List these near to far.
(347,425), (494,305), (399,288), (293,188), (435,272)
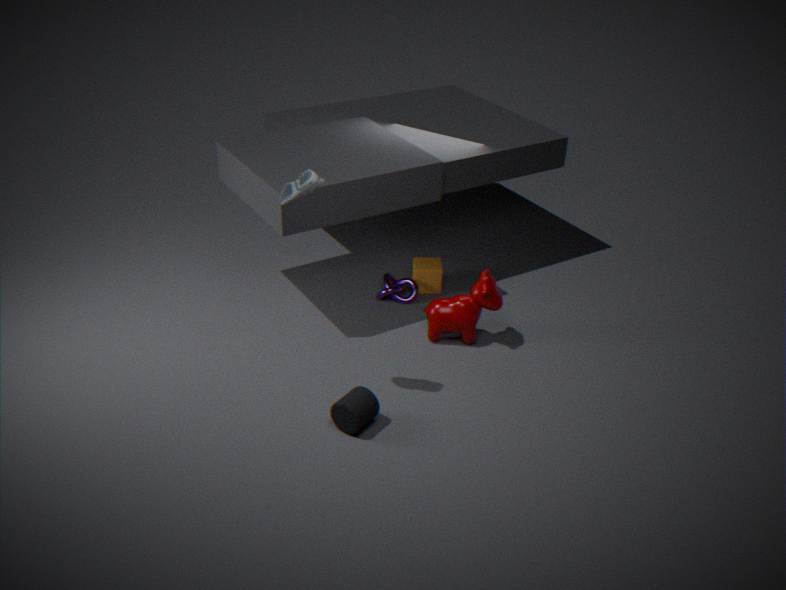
1. (293,188)
2. (347,425)
3. (494,305)
4. (399,288)
5. (435,272)
